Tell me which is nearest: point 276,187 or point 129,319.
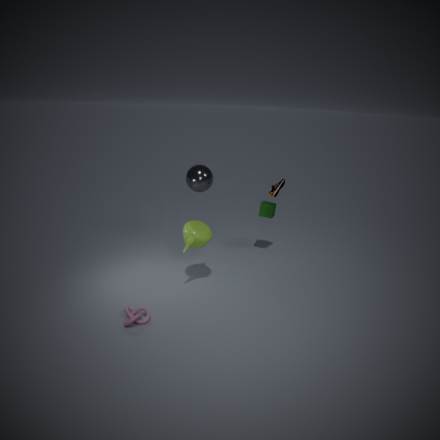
point 129,319
